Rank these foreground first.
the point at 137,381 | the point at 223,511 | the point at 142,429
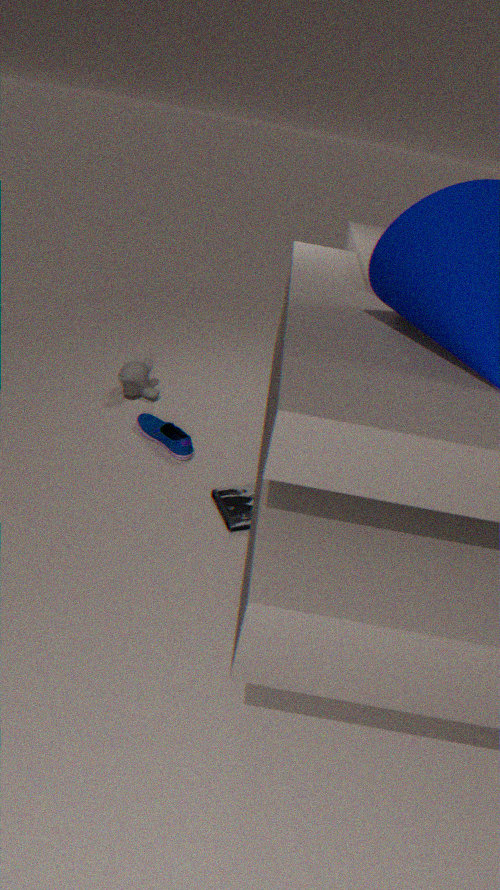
the point at 223,511 < the point at 142,429 < the point at 137,381
